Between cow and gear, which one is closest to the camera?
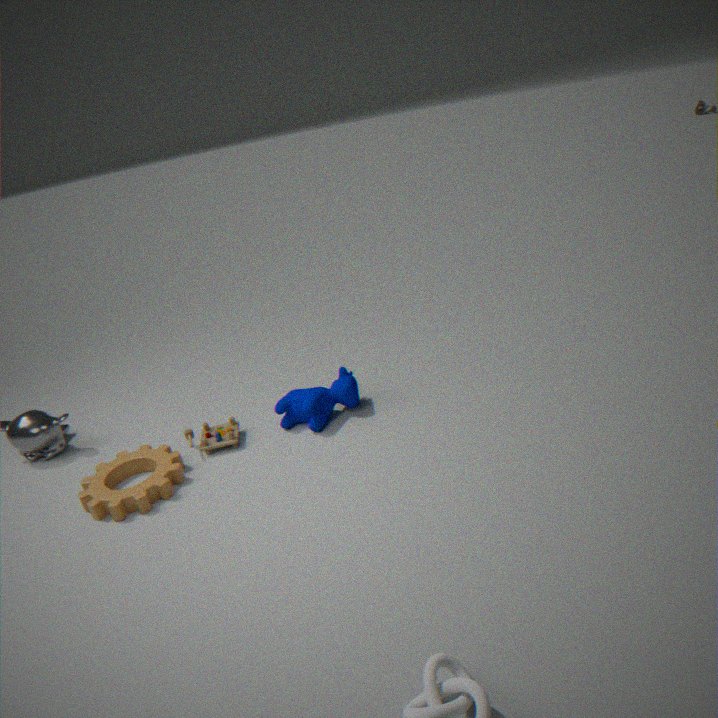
gear
